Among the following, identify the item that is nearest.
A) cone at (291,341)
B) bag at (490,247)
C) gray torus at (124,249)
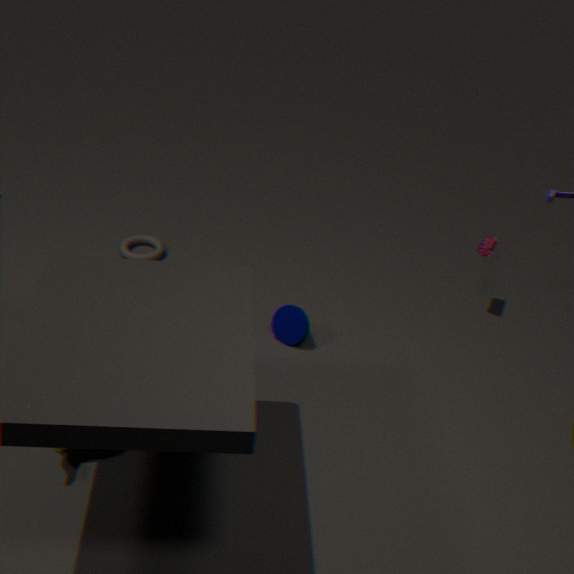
cone at (291,341)
